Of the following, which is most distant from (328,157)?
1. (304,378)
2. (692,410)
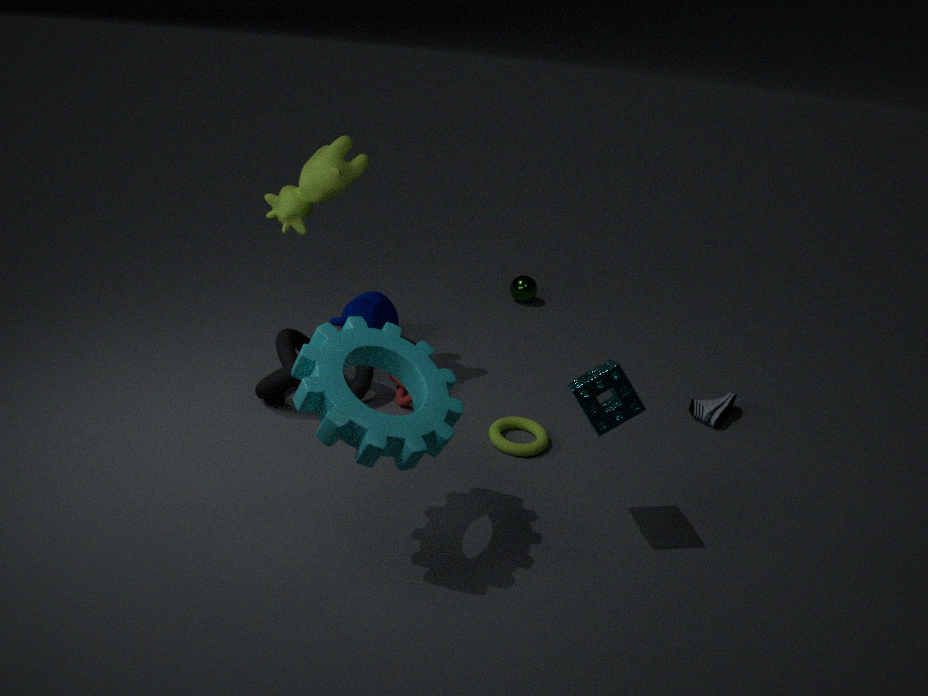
(692,410)
